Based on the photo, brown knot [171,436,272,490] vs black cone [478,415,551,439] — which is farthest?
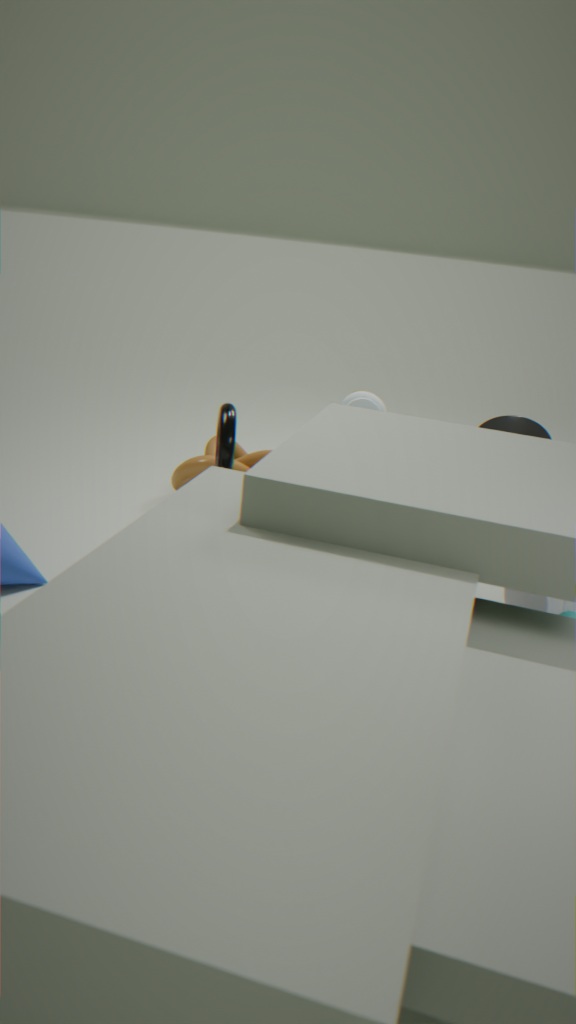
black cone [478,415,551,439]
